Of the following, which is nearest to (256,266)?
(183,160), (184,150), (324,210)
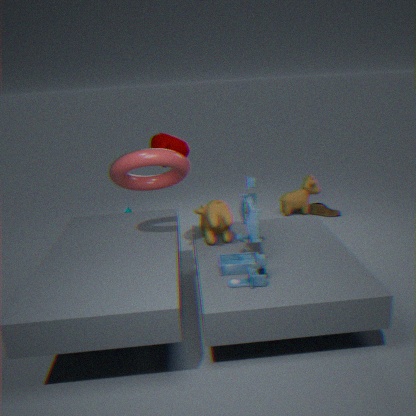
(183,160)
